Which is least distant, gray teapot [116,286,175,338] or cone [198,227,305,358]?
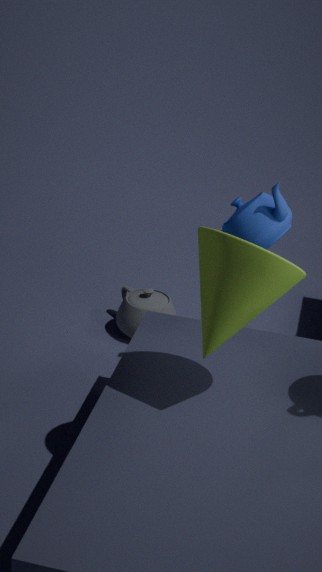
cone [198,227,305,358]
